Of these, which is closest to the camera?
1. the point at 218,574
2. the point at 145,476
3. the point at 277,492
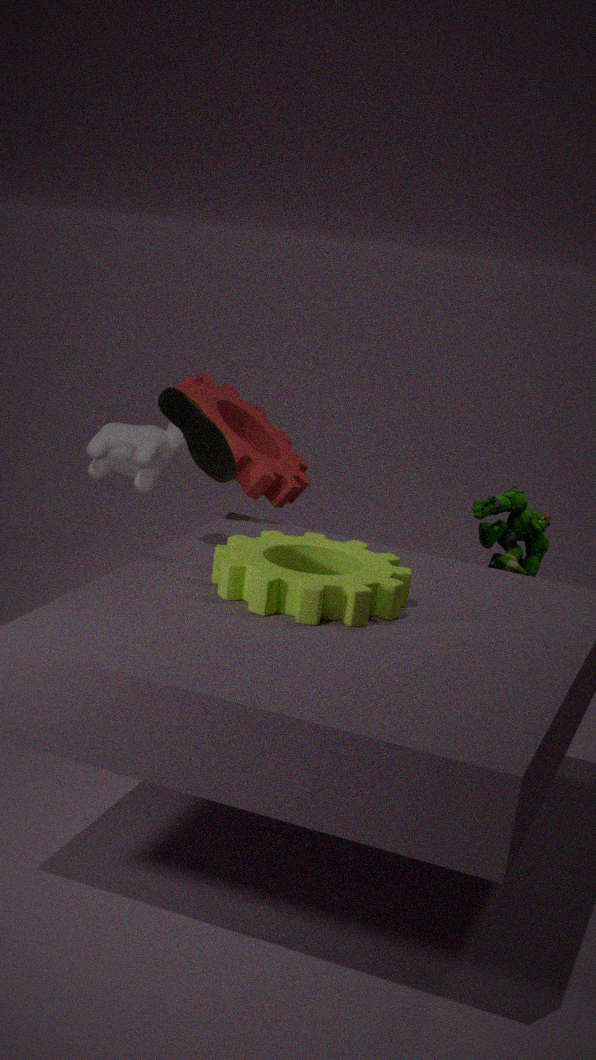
the point at 218,574
